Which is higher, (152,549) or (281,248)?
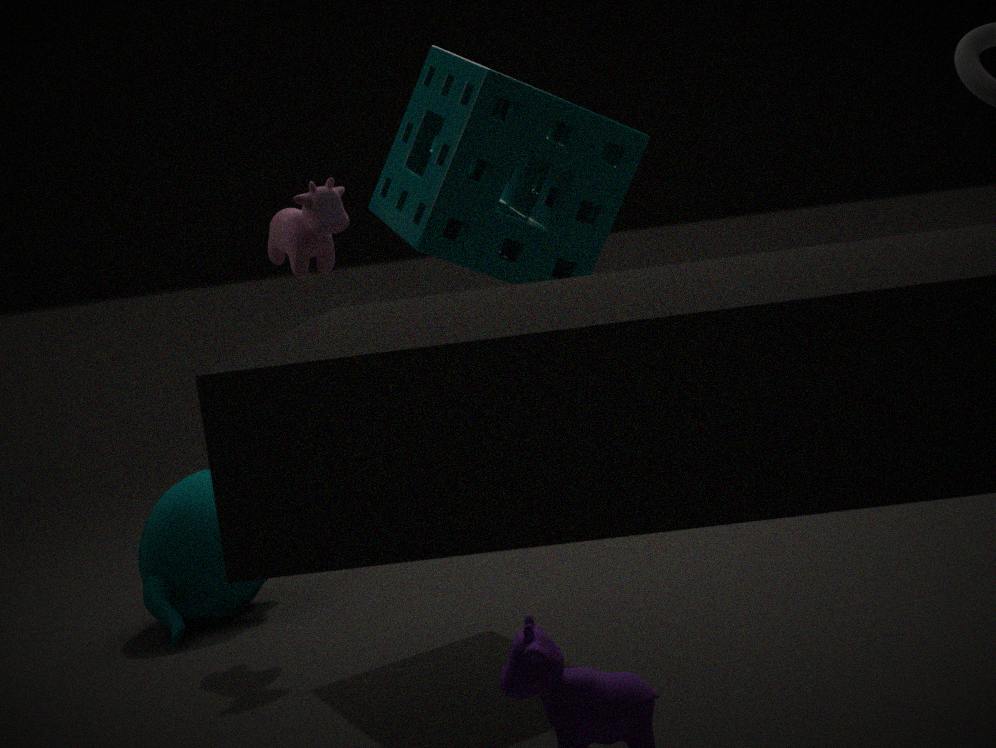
(281,248)
